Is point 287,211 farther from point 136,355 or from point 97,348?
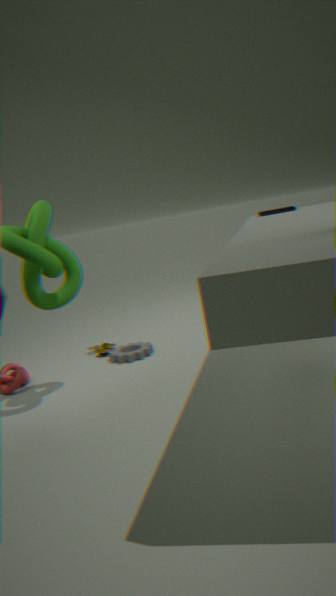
point 97,348
